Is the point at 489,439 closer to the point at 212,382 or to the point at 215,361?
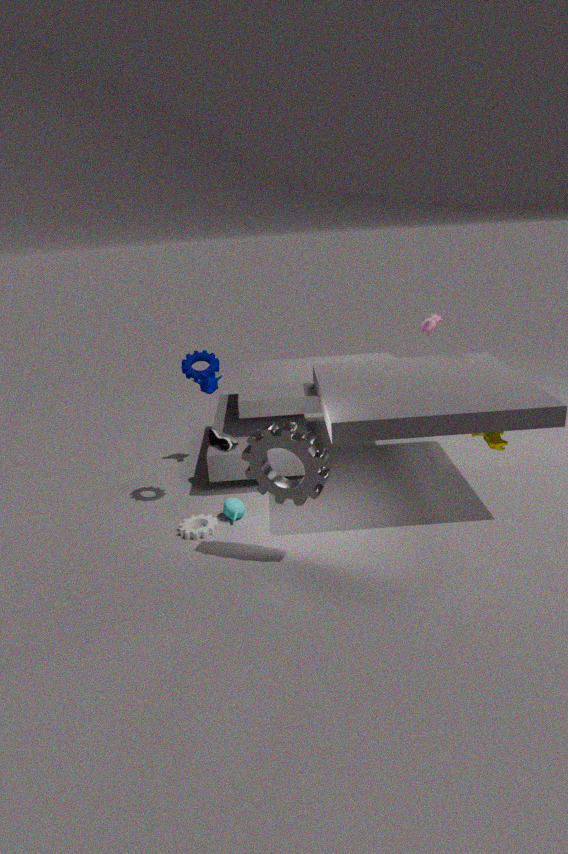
the point at 215,361
